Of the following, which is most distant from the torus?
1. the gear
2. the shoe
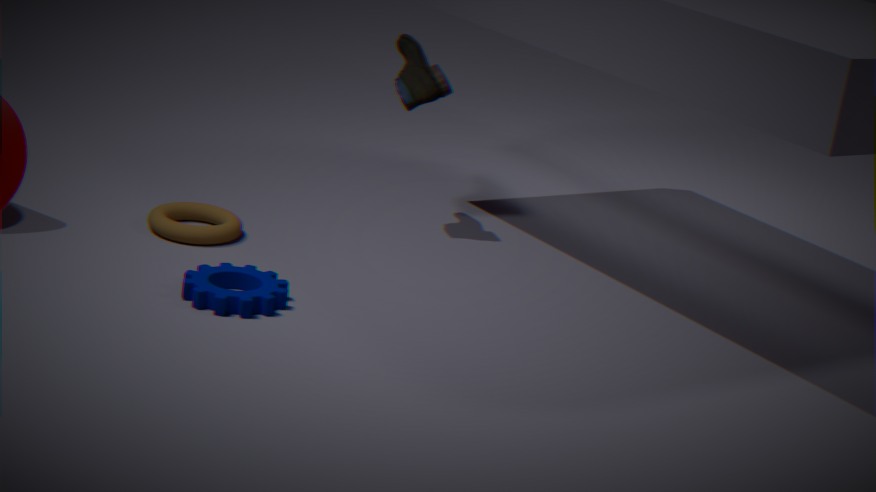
the shoe
